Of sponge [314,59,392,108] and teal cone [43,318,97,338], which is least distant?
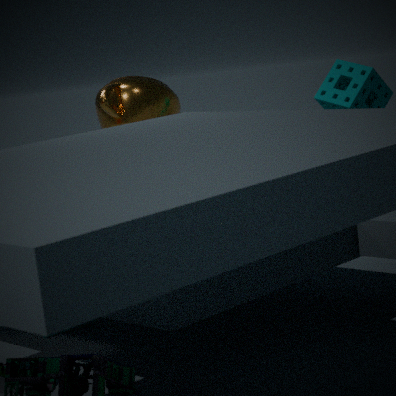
teal cone [43,318,97,338]
